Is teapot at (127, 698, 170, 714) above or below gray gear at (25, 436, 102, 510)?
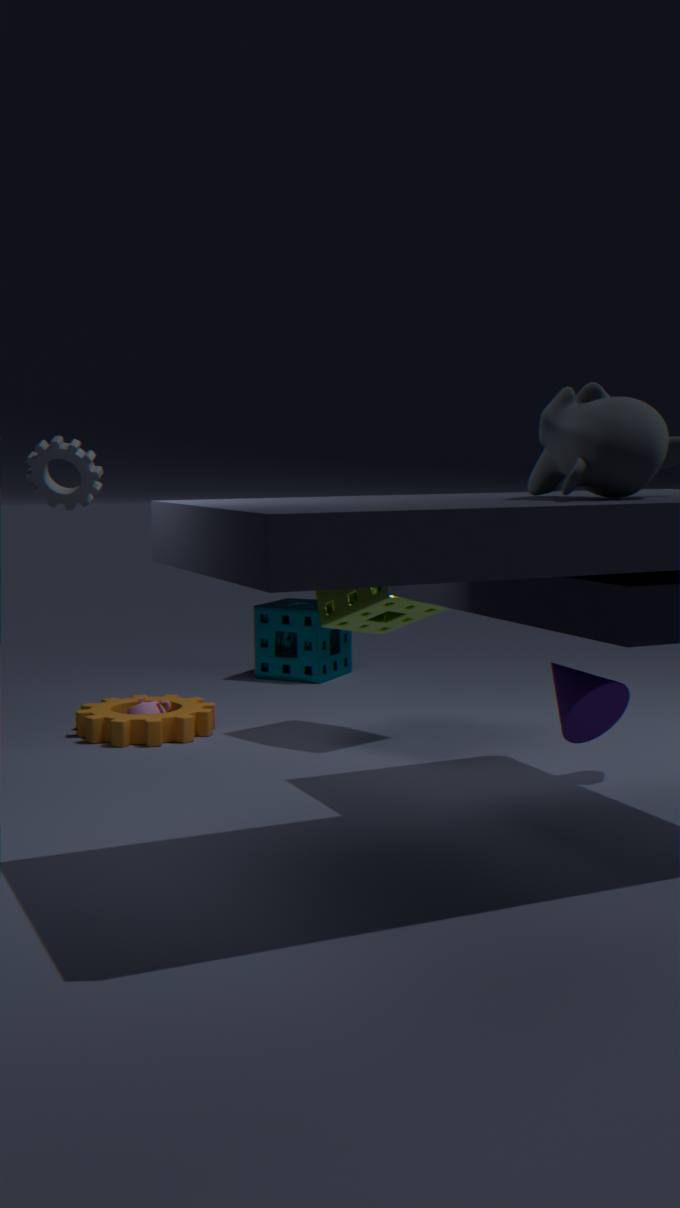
below
